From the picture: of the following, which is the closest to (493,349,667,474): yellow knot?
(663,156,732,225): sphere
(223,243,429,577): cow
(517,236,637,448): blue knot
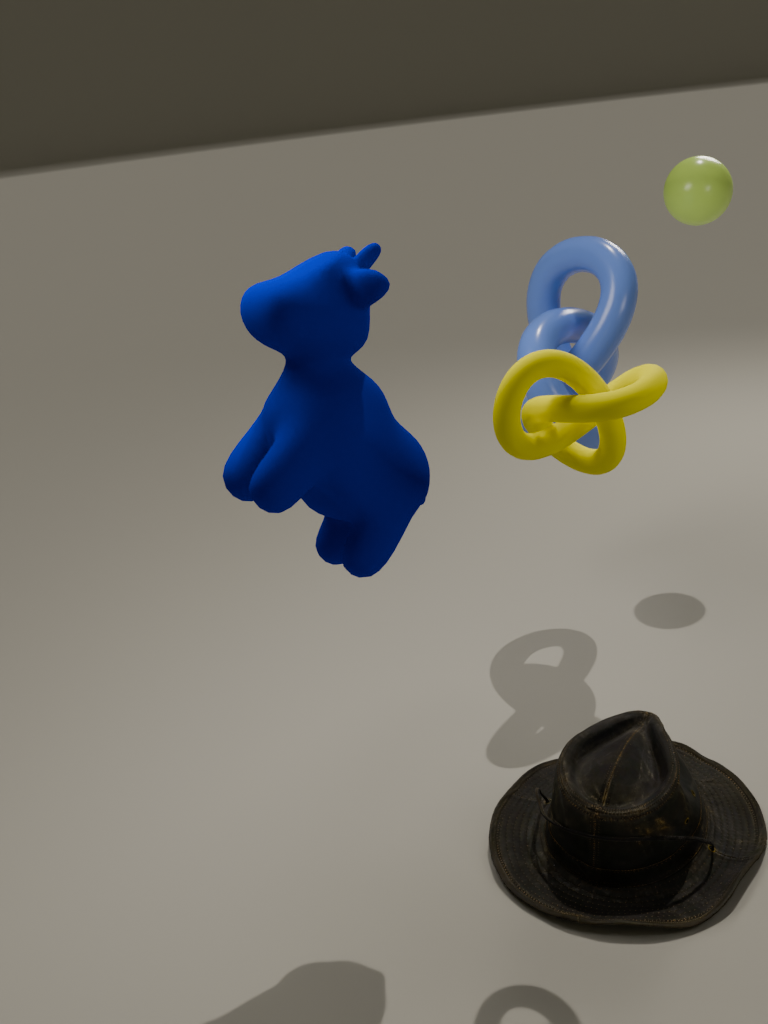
(223,243,429,577): cow
